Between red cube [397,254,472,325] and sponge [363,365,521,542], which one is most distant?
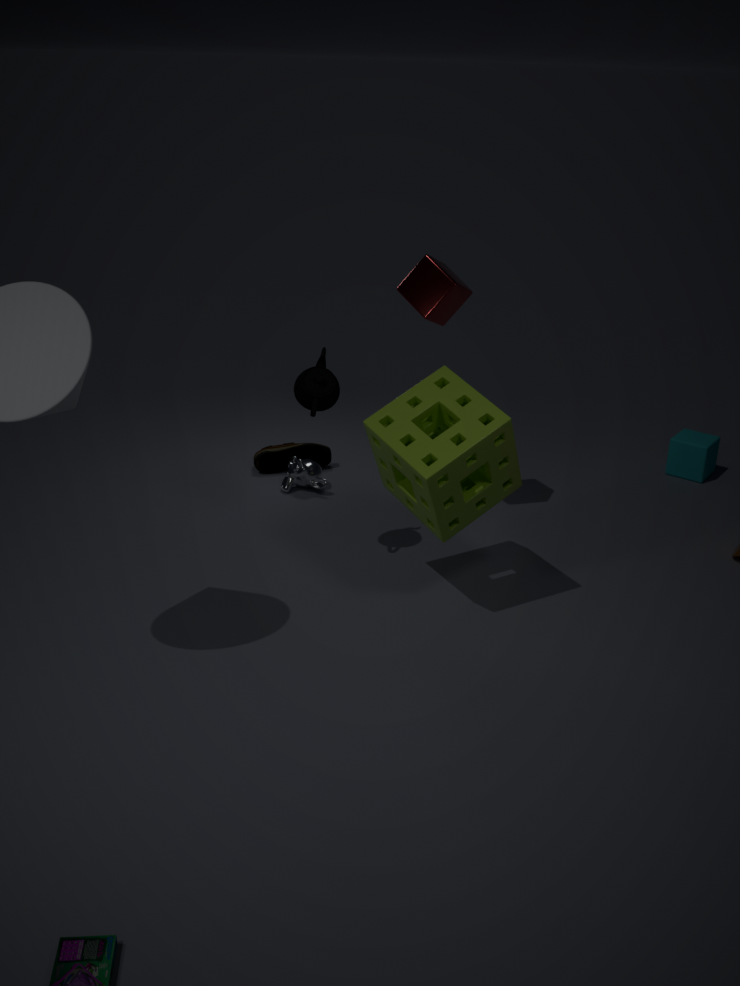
red cube [397,254,472,325]
